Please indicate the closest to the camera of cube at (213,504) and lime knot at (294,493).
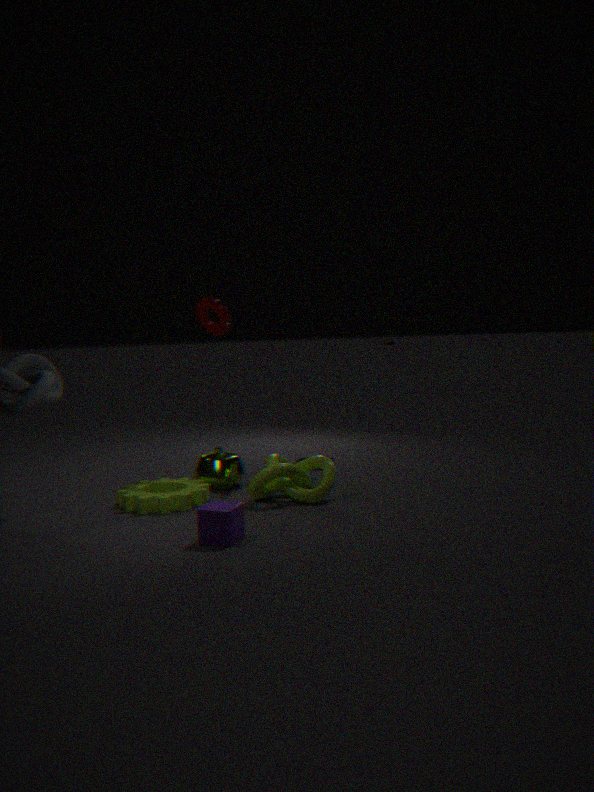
cube at (213,504)
